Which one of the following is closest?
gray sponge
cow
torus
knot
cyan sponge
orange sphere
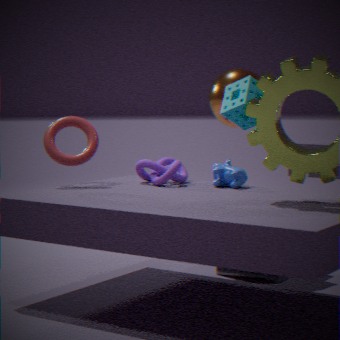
cow
